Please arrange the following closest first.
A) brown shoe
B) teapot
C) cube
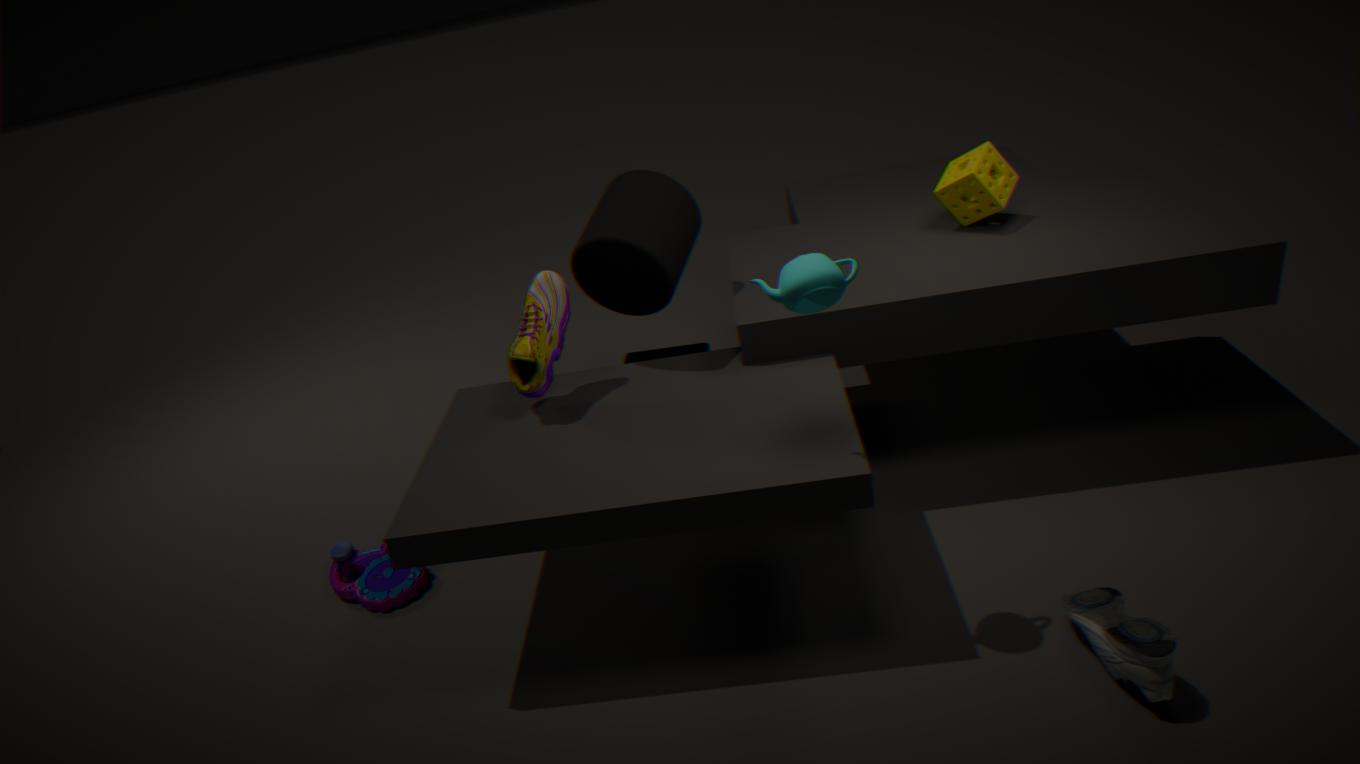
teapot
brown shoe
cube
